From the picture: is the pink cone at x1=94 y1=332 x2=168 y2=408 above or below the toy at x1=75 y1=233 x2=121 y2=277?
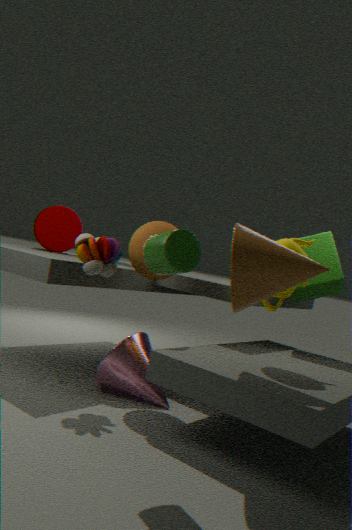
below
